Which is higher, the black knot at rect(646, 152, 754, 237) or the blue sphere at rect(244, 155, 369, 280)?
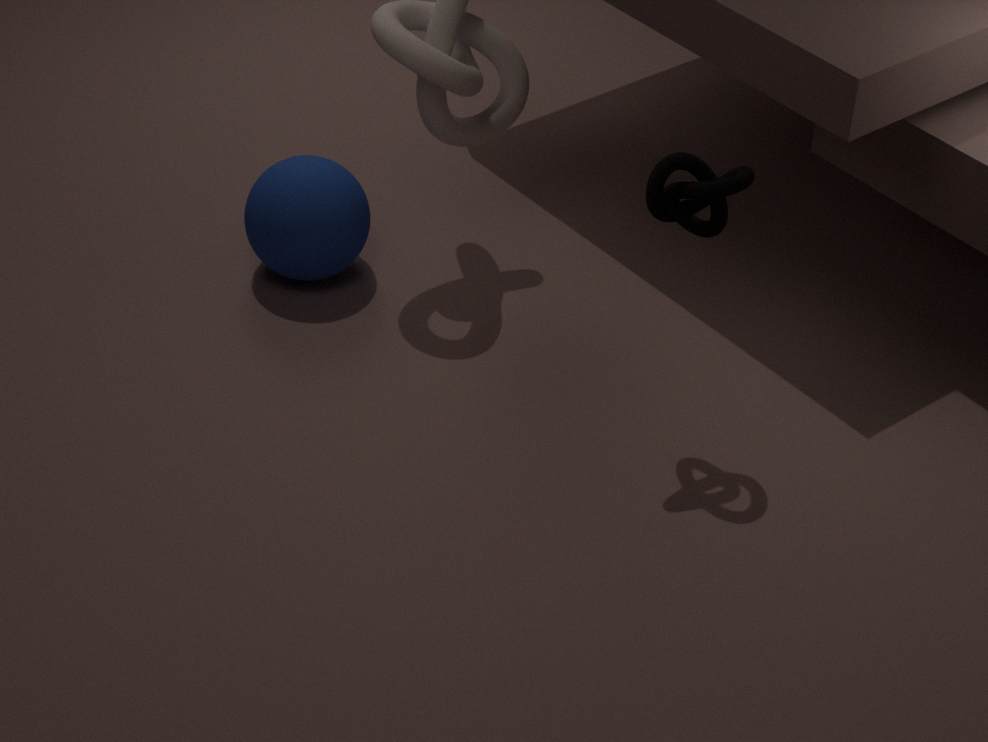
the black knot at rect(646, 152, 754, 237)
